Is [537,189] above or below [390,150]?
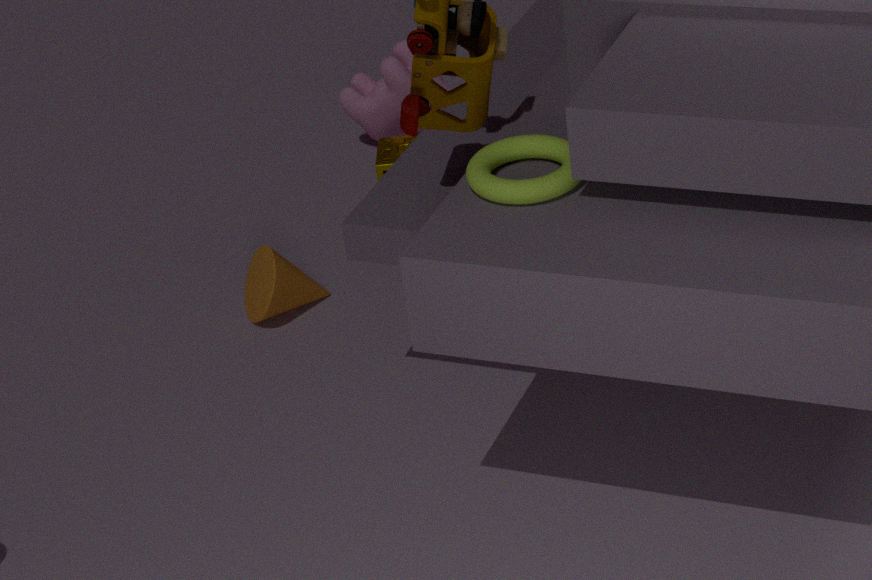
above
